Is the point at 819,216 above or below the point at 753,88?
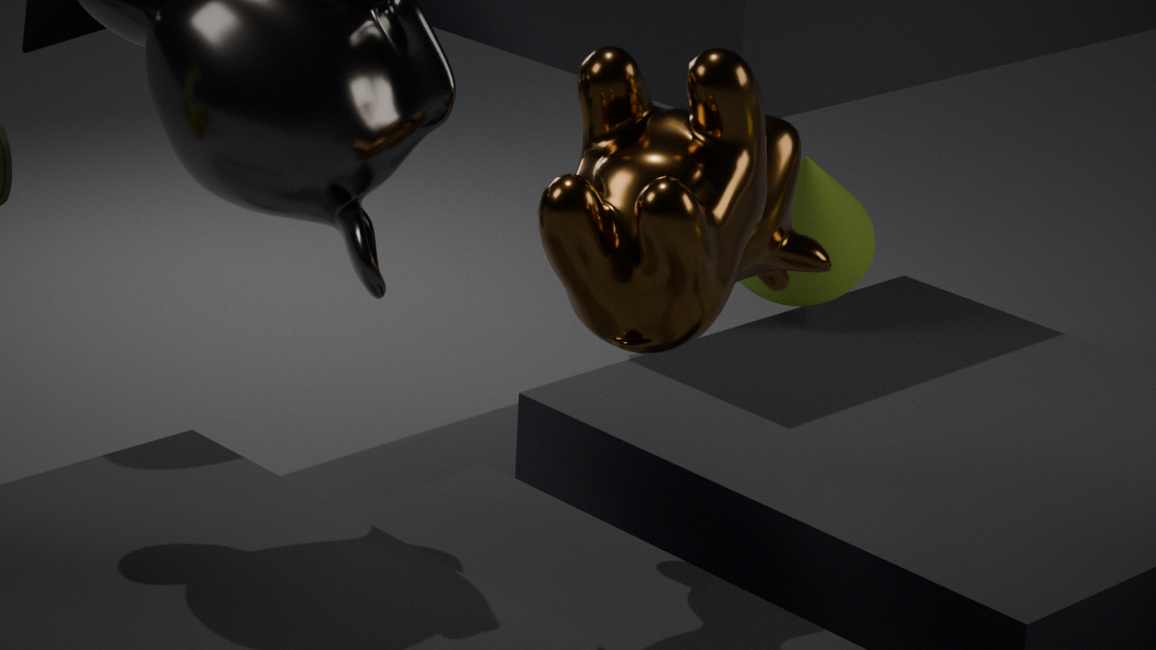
below
